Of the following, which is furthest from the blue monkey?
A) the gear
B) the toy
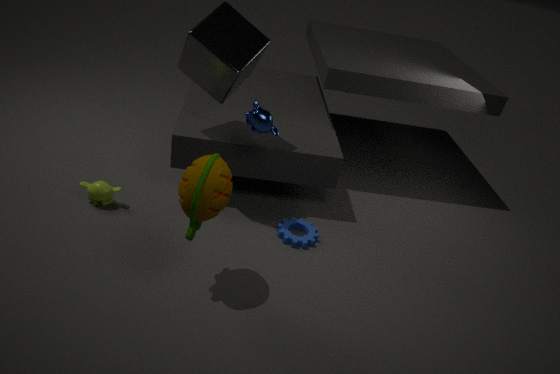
the gear
